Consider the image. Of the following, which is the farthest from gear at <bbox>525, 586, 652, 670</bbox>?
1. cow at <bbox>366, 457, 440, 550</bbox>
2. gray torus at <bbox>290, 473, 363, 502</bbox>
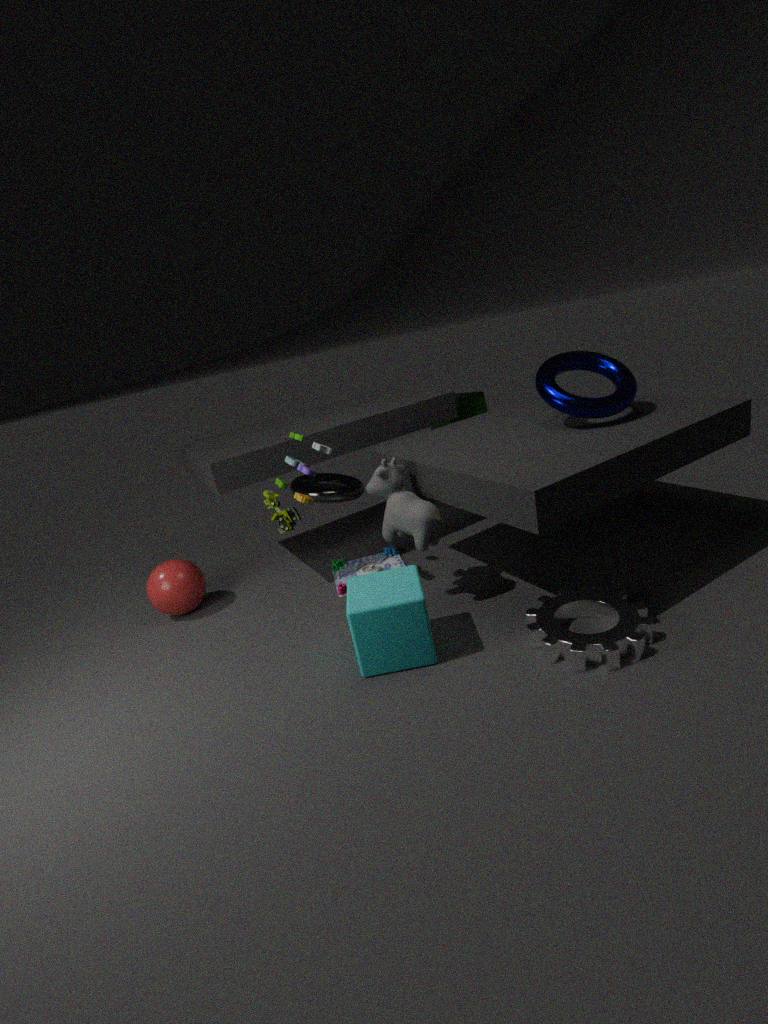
gray torus at <bbox>290, 473, 363, 502</bbox>
